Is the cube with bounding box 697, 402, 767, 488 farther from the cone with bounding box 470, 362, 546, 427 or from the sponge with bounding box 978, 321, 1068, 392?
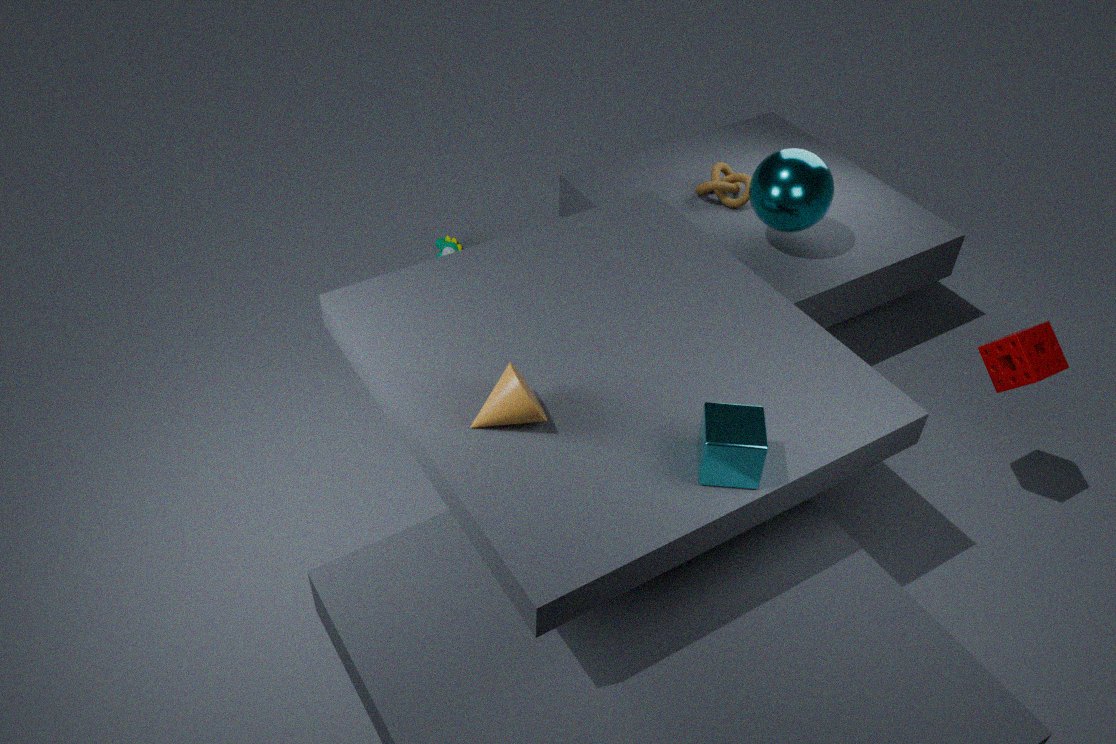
the sponge with bounding box 978, 321, 1068, 392
